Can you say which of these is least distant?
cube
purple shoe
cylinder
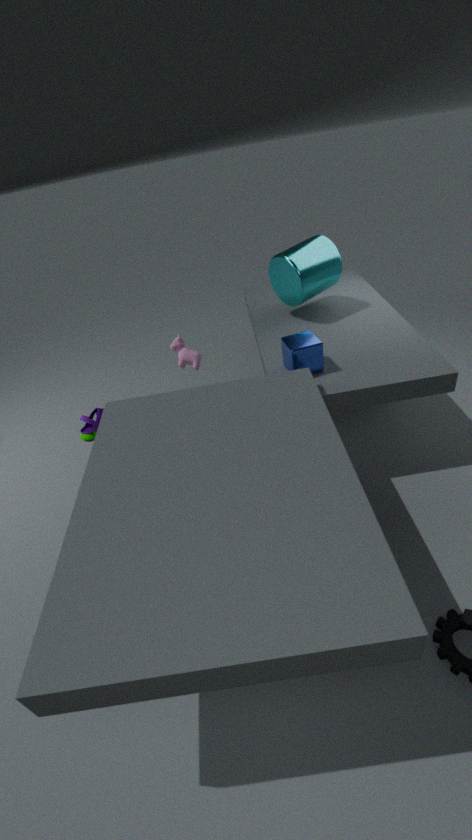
cube
